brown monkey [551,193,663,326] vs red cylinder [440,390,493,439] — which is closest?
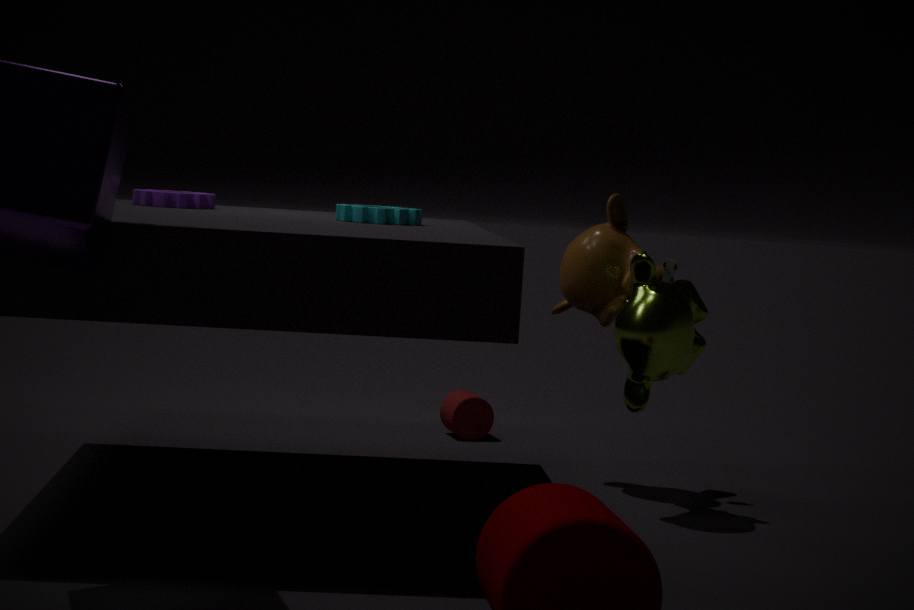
brown monkey [551,193,663,326]
